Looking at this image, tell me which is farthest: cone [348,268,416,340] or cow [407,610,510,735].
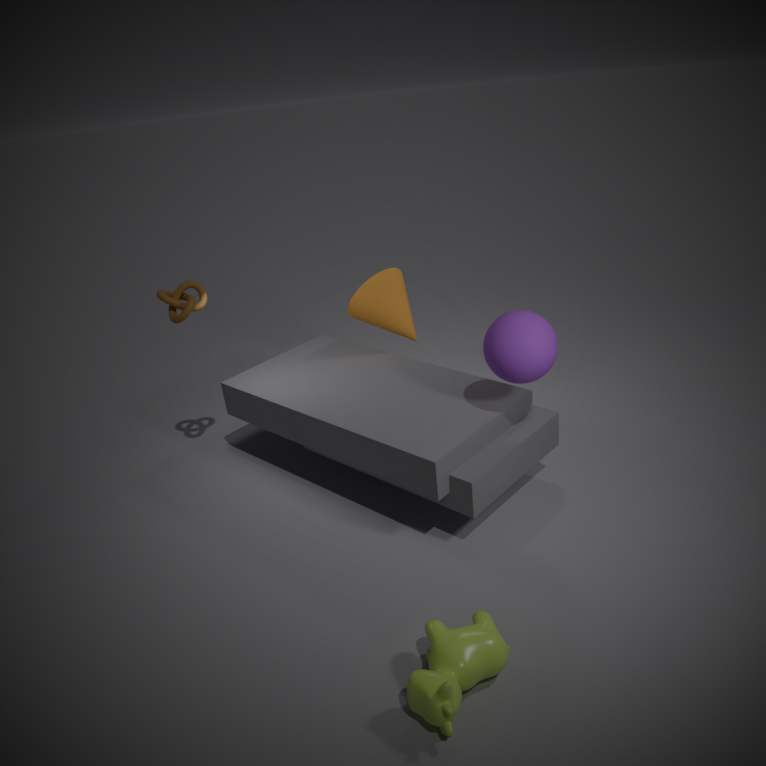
cone [348,268,416,340]
